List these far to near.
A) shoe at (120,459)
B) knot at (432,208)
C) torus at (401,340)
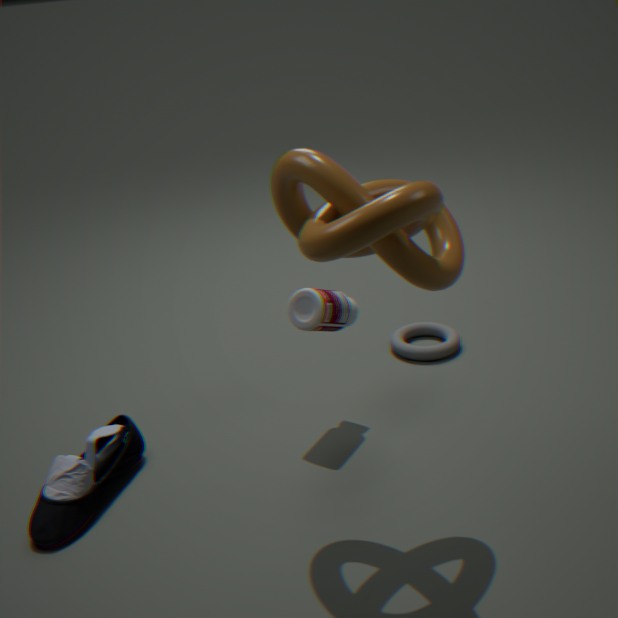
torus at (401,340) → shoe at (120,459) → knot at (432,208)
